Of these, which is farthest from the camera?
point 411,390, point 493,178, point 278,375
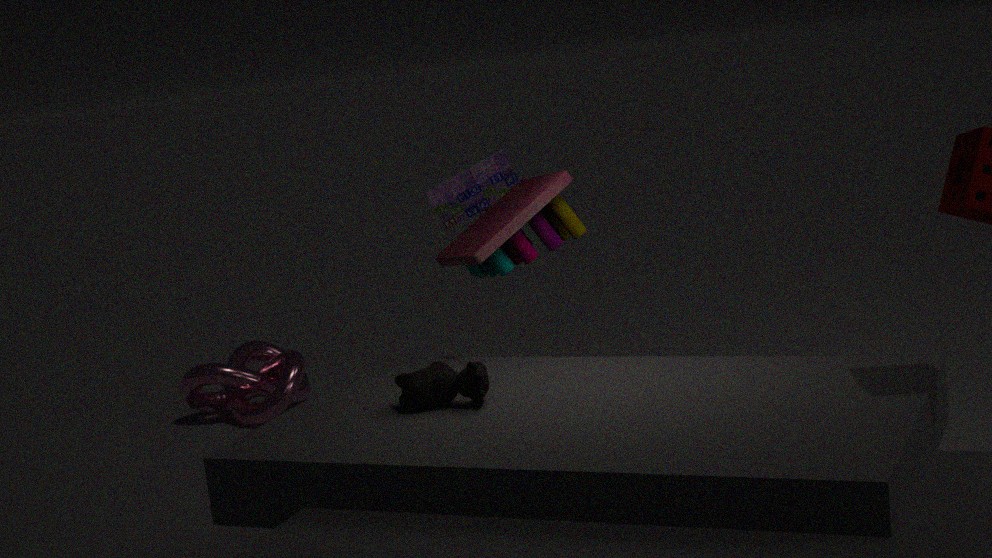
point 278,375
